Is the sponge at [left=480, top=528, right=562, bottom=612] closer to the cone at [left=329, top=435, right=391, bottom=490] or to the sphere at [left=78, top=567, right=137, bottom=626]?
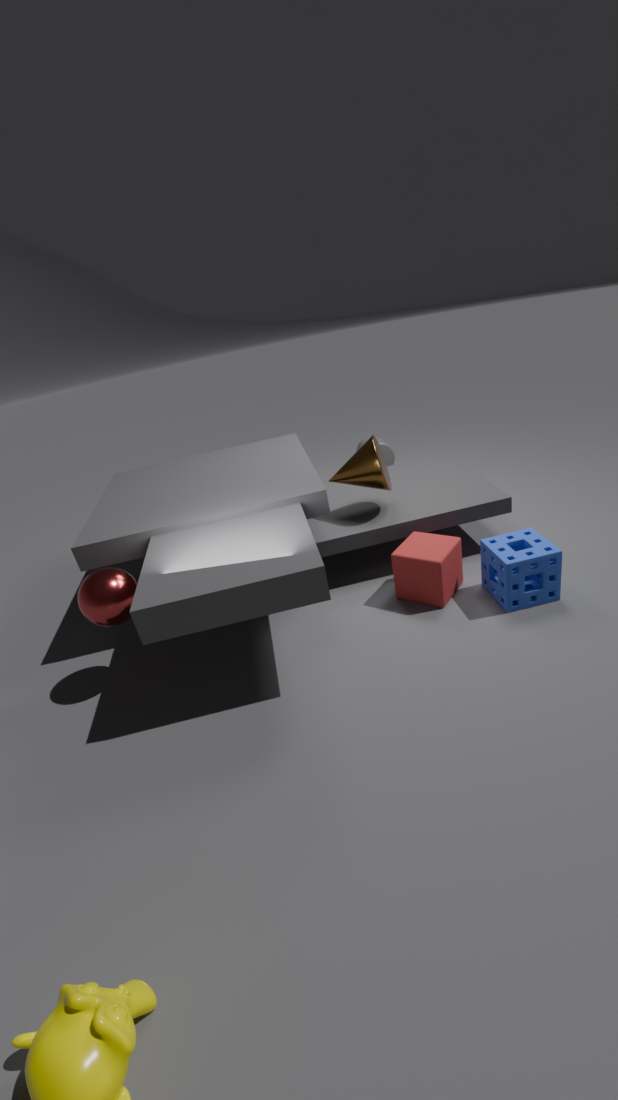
the cone at [left=329, top=435, right=391, bottom=490]
